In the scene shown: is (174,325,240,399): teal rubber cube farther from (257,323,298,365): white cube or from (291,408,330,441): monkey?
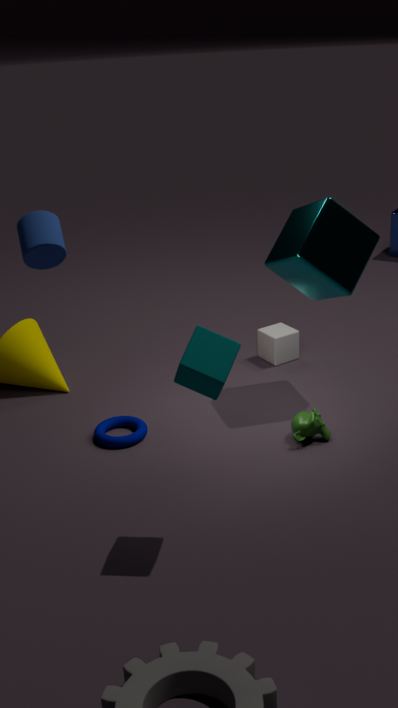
(257,323,298,365): white cube
